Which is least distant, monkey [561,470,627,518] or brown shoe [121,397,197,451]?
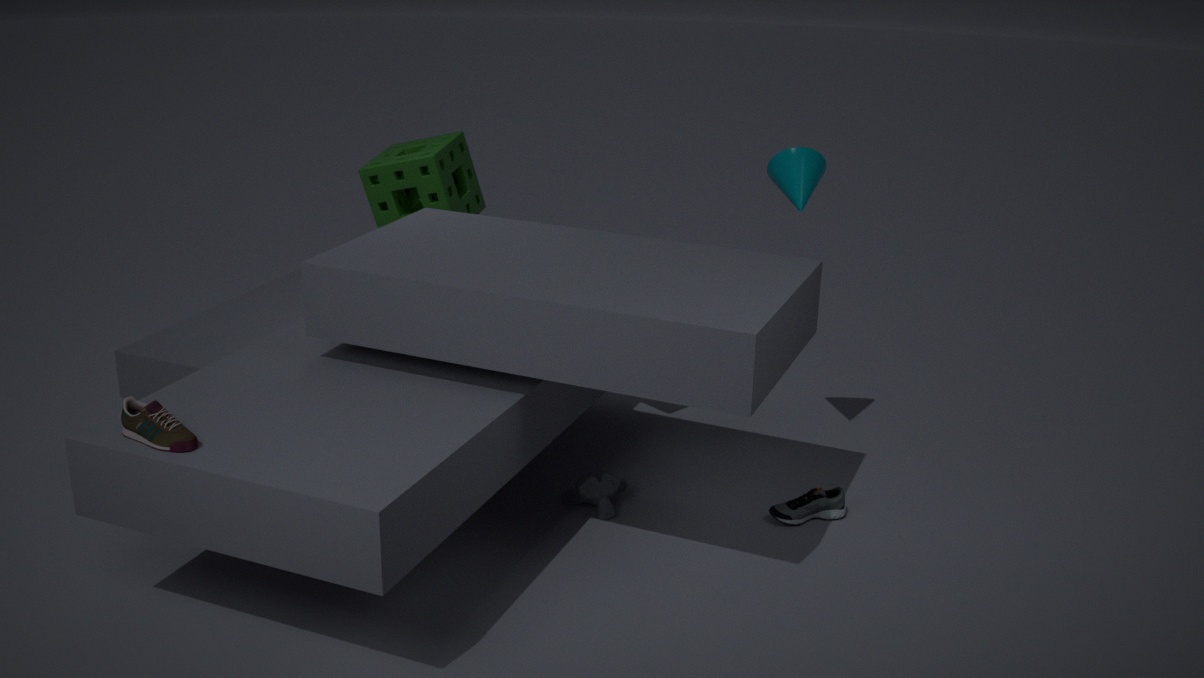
brown shoe [121,397,197,451]
